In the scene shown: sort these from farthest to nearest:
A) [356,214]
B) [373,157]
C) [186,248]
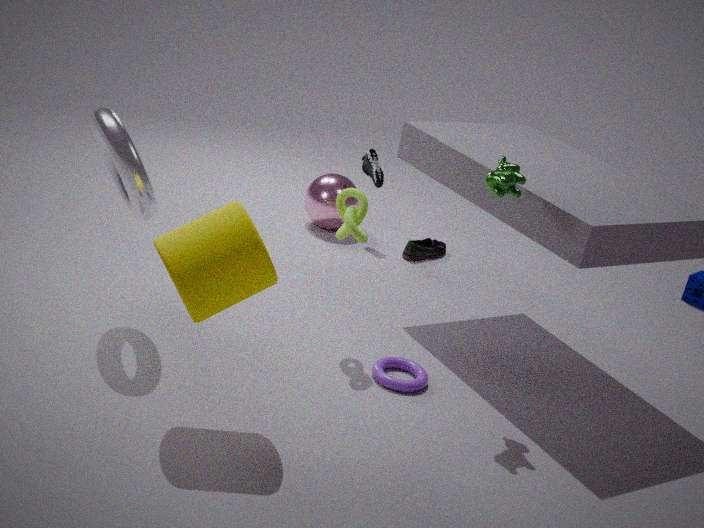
1. B. [373,157]
2. A. [356,214]
3. C. [186,248]
